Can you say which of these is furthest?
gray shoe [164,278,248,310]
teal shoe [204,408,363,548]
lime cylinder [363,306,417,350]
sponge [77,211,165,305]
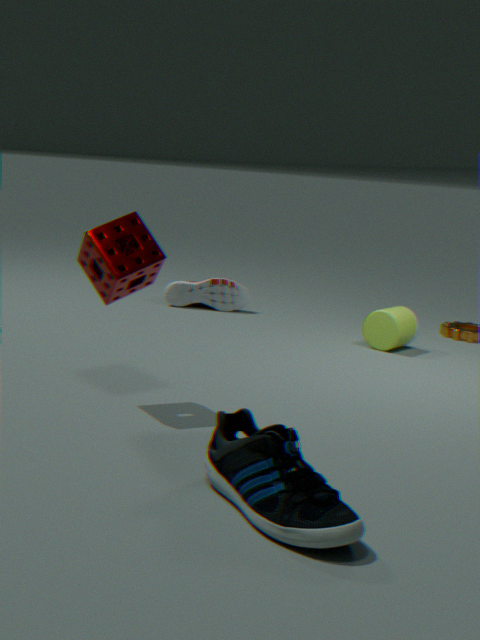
gray shoe [164,278,248,310]
